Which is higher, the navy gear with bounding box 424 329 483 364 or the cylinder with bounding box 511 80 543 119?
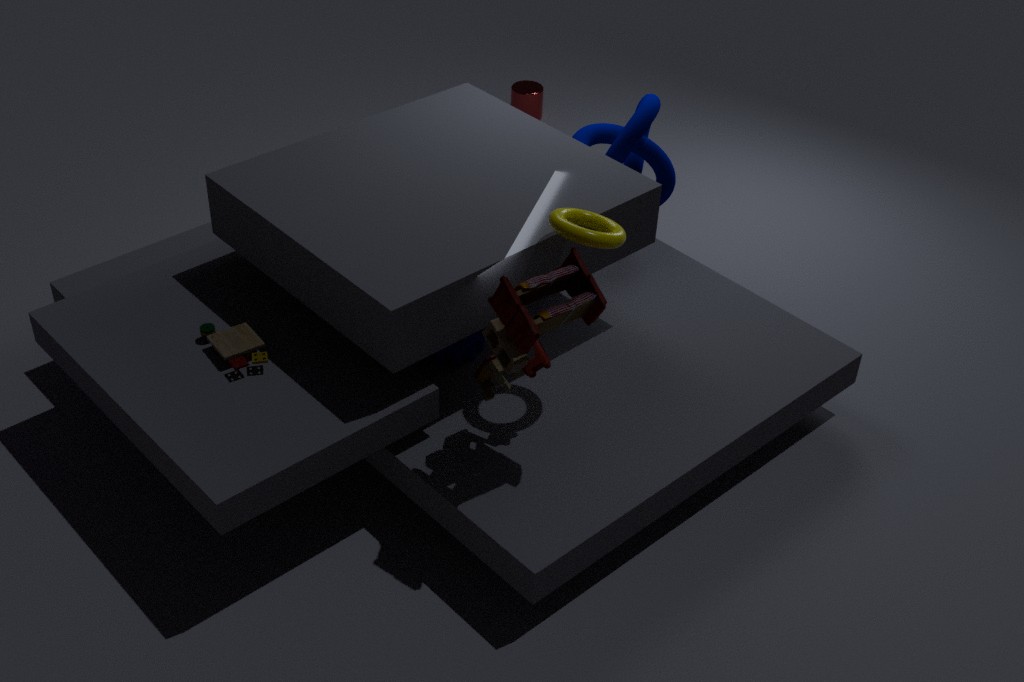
the navy gear with bounding box 424 329 483 364
